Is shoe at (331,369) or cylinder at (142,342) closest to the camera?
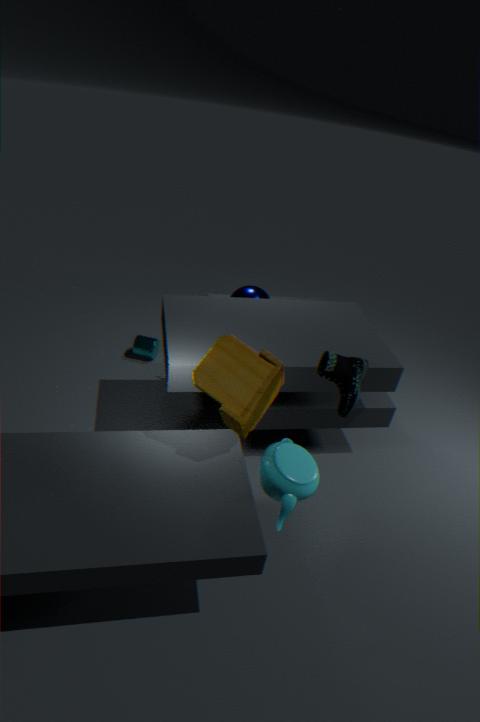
shoe at (331,369)
